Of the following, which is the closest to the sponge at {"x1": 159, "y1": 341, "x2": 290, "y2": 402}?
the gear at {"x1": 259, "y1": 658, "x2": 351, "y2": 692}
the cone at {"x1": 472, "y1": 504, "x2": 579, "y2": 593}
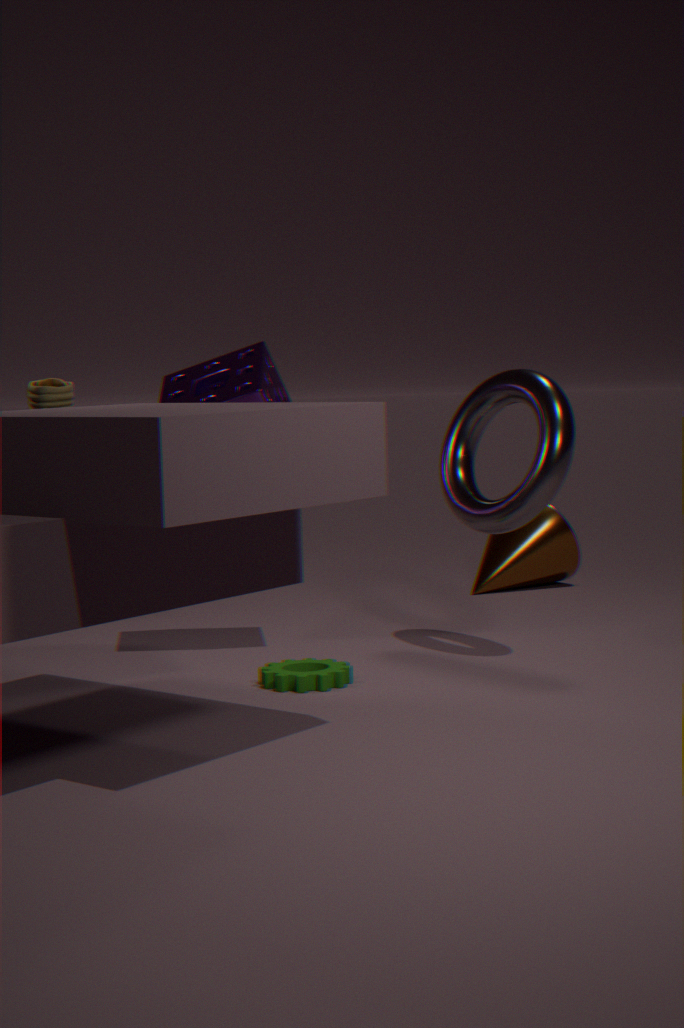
the gear at {"x1": 259, "y1": 658, "x2": 351, "y2": 692}
